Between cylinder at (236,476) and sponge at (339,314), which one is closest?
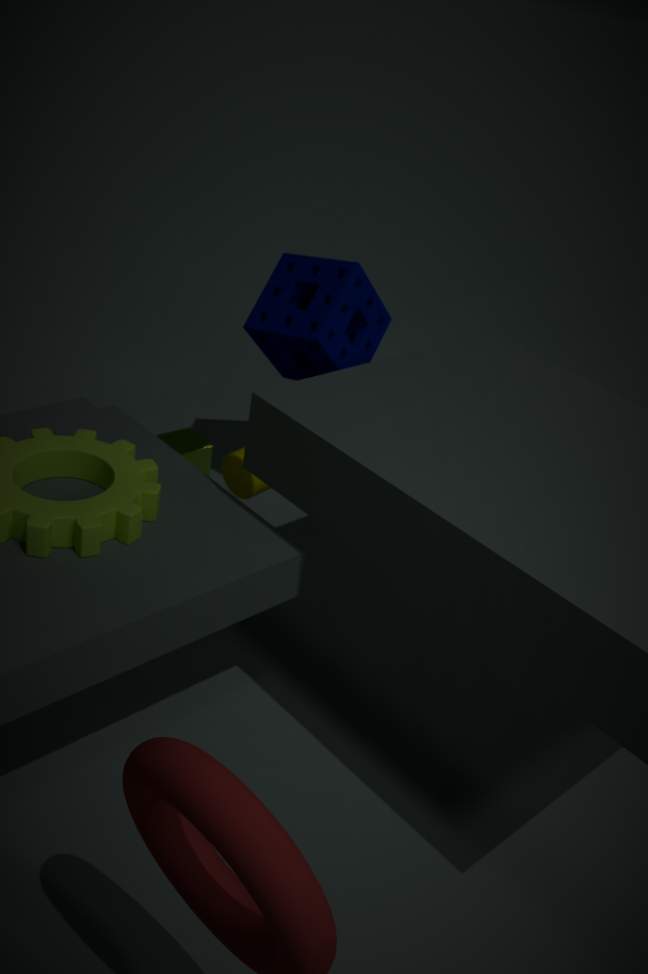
cylinder at (236,476)
